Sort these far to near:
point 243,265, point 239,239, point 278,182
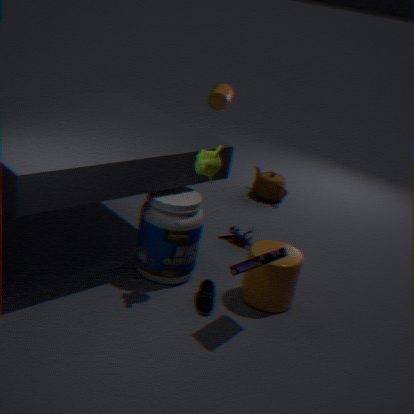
point 278,182 < point 239,239 < point 243,265
